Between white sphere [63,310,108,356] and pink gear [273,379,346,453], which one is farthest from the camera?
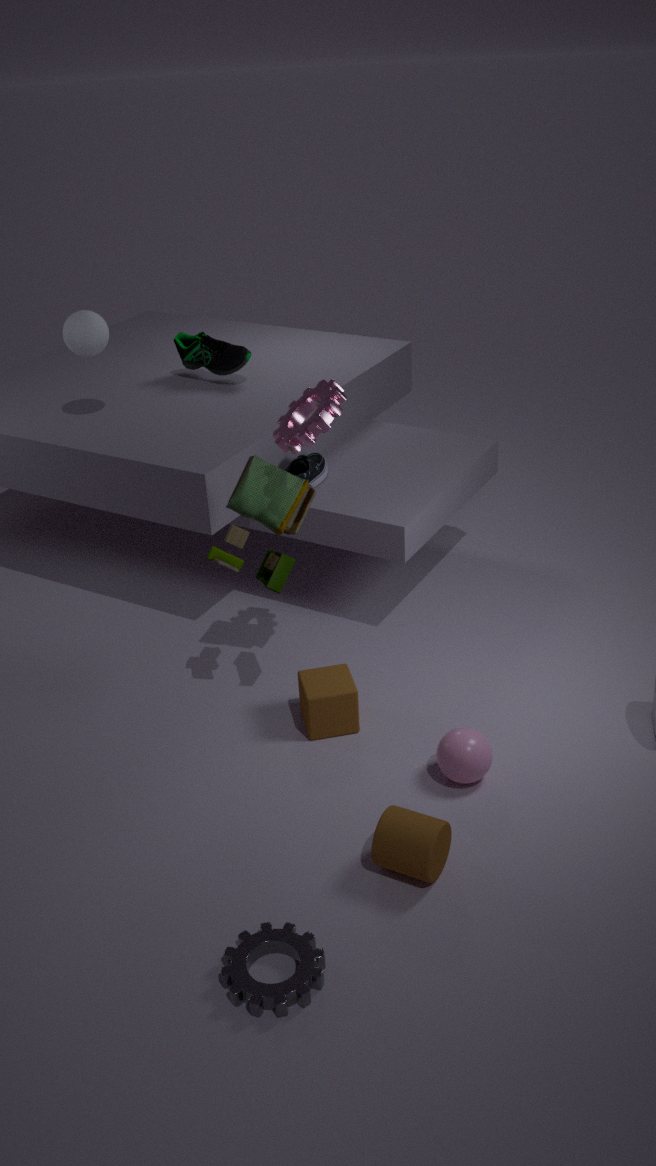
white sphere [63,310,108,356]
